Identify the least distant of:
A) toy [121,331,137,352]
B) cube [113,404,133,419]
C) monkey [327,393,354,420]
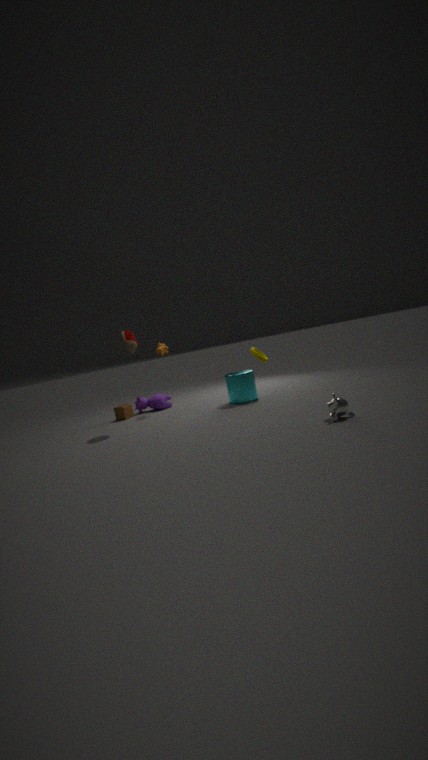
monkey [327,393,354,420]
